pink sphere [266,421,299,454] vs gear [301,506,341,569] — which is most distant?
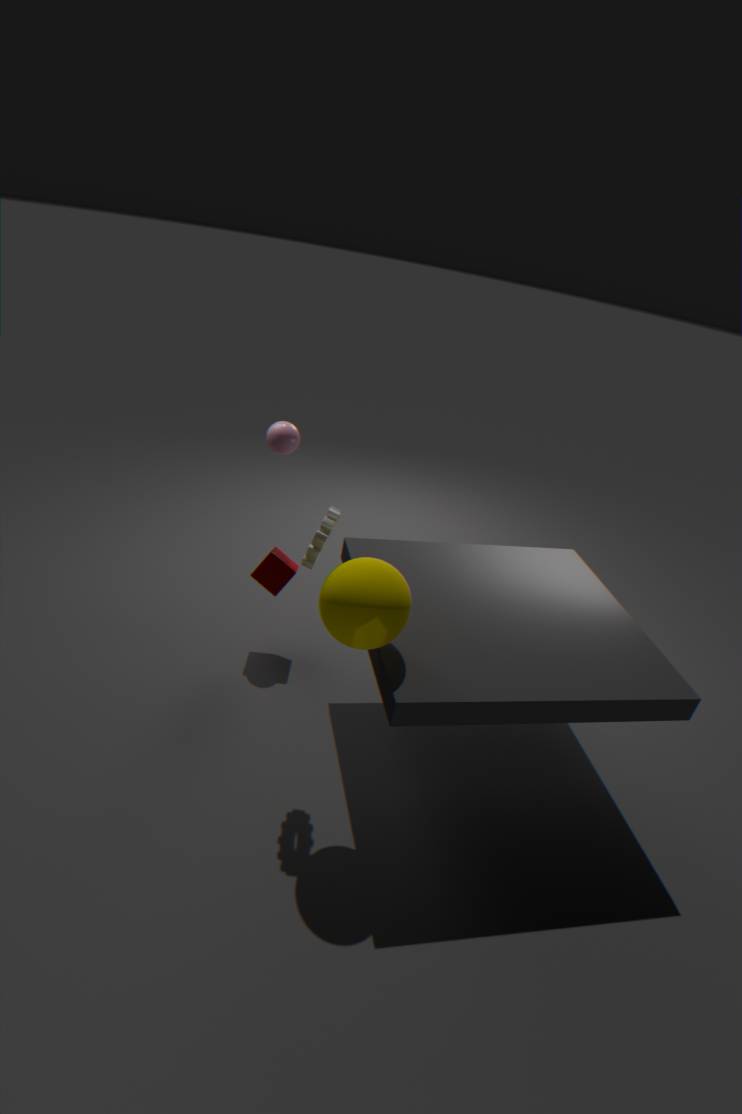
pink sphere [266,421,299,454]
